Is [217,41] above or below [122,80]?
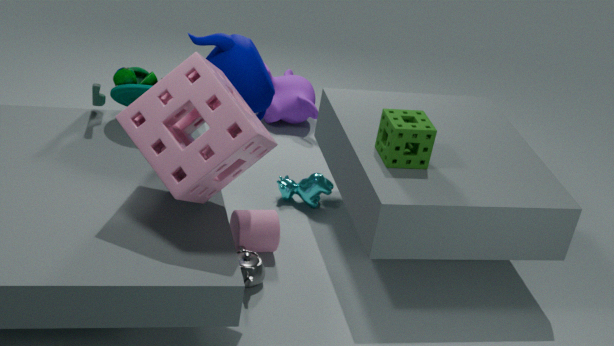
above
